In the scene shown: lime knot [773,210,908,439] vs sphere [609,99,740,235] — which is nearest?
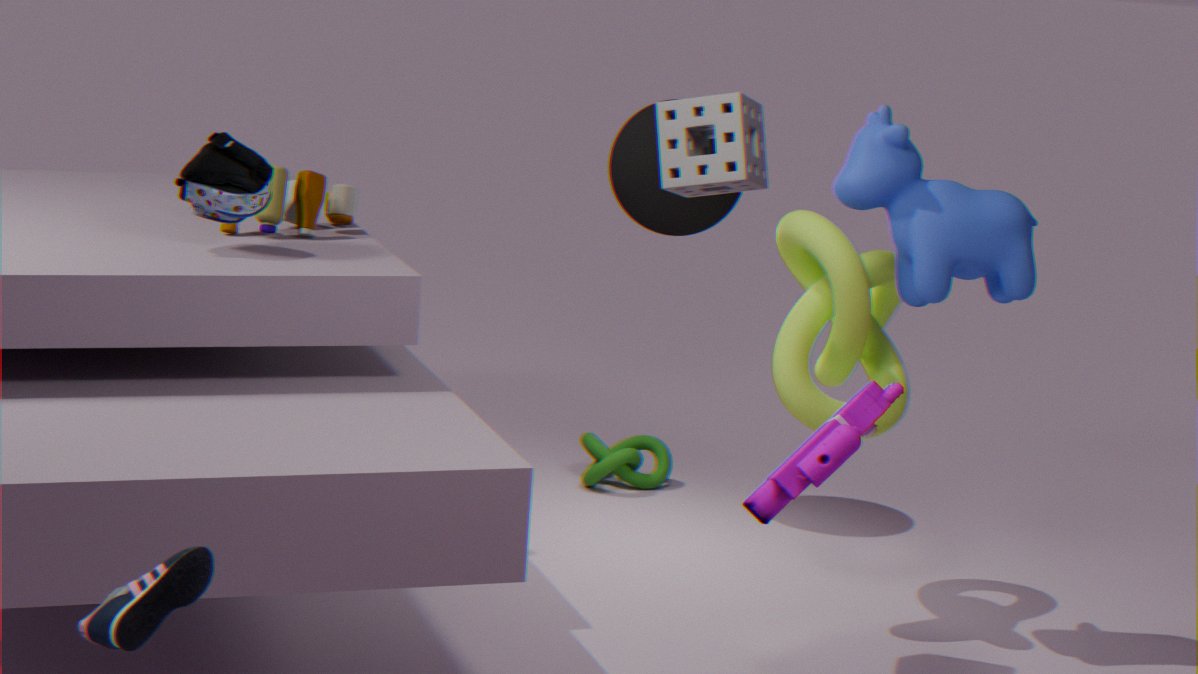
lime knot [773,210,908,439]
